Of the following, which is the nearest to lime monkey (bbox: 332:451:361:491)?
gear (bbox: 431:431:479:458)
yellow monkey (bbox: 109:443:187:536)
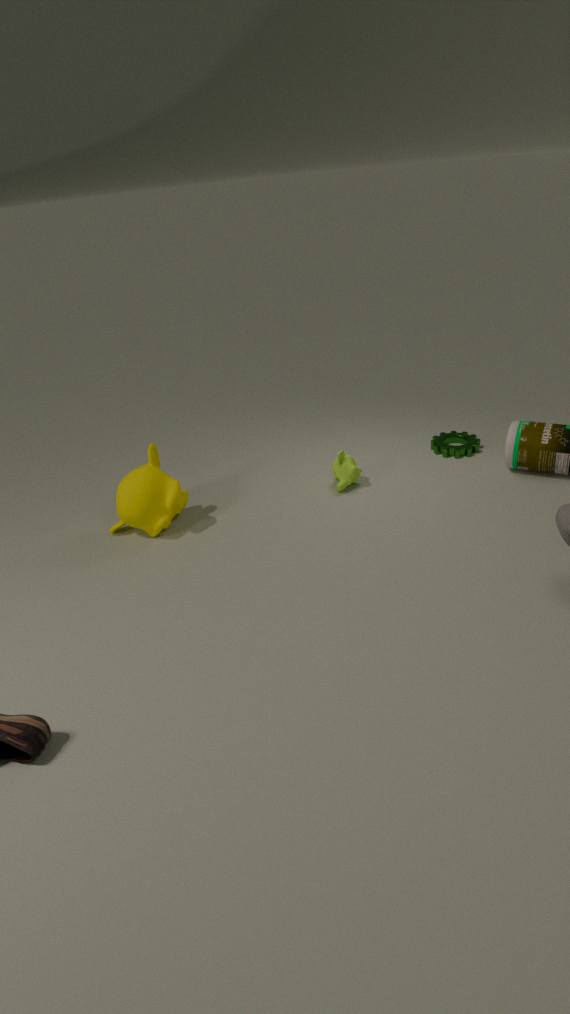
gear (bbox: 431:431:479:458)
